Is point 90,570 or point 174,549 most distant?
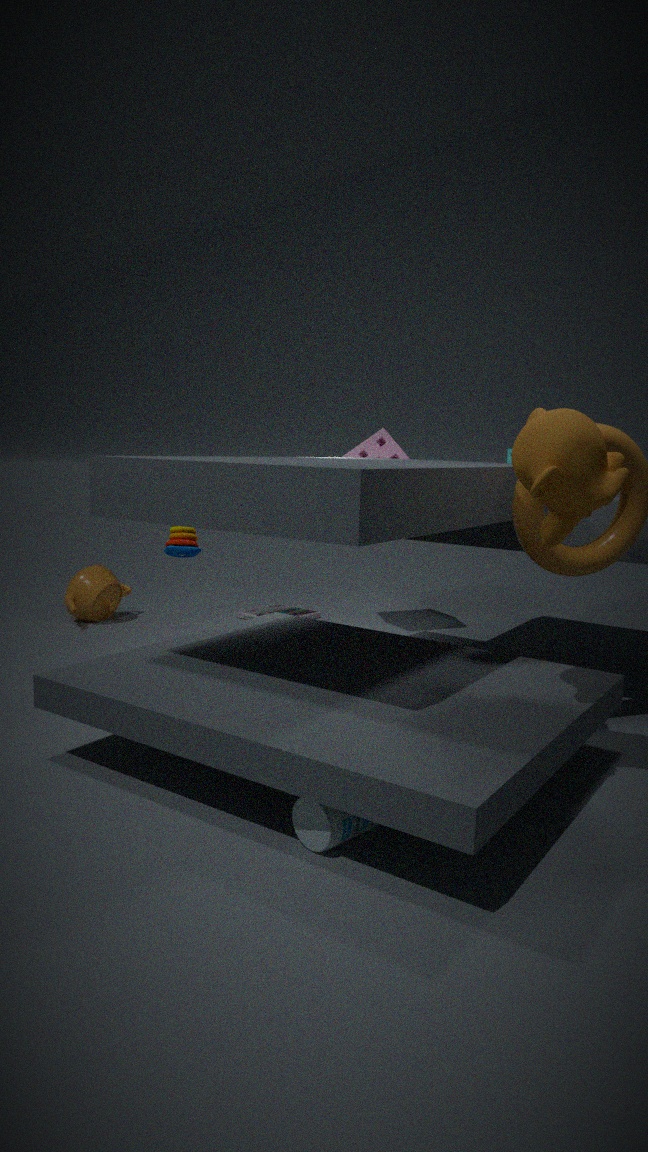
point 90,570
